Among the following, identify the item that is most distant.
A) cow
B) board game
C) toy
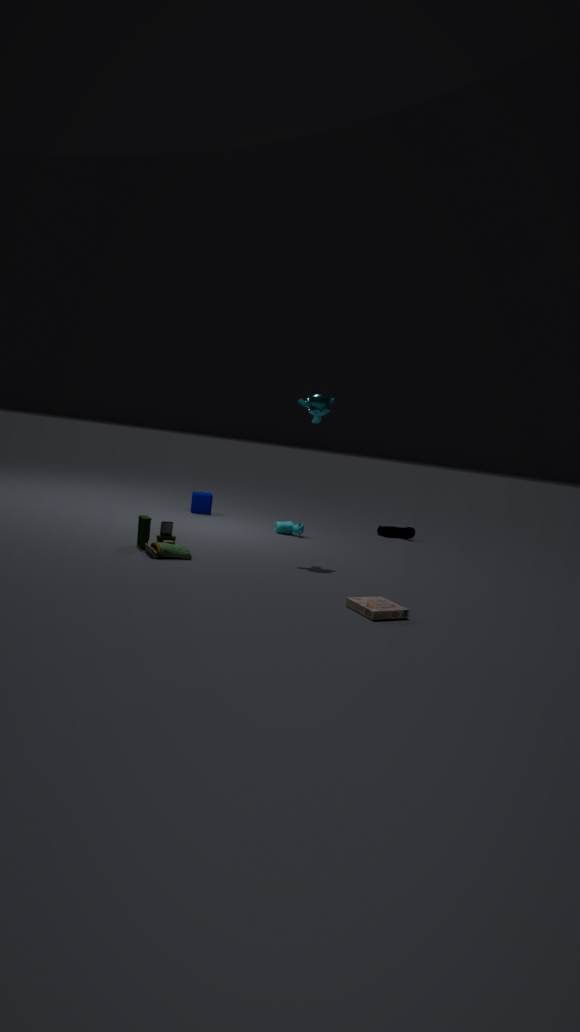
cow
